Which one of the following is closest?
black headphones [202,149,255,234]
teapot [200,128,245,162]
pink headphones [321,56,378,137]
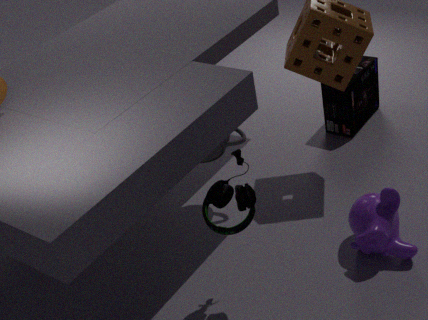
black headphones [202,149,255,234]
